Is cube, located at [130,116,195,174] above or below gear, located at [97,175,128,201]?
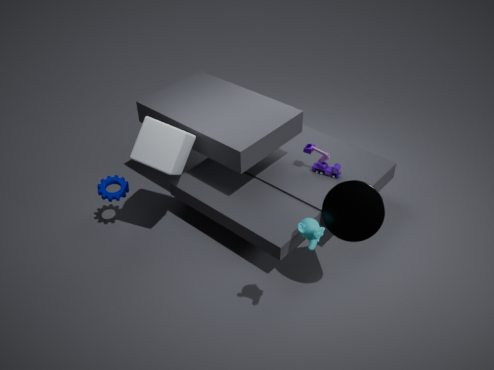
above
